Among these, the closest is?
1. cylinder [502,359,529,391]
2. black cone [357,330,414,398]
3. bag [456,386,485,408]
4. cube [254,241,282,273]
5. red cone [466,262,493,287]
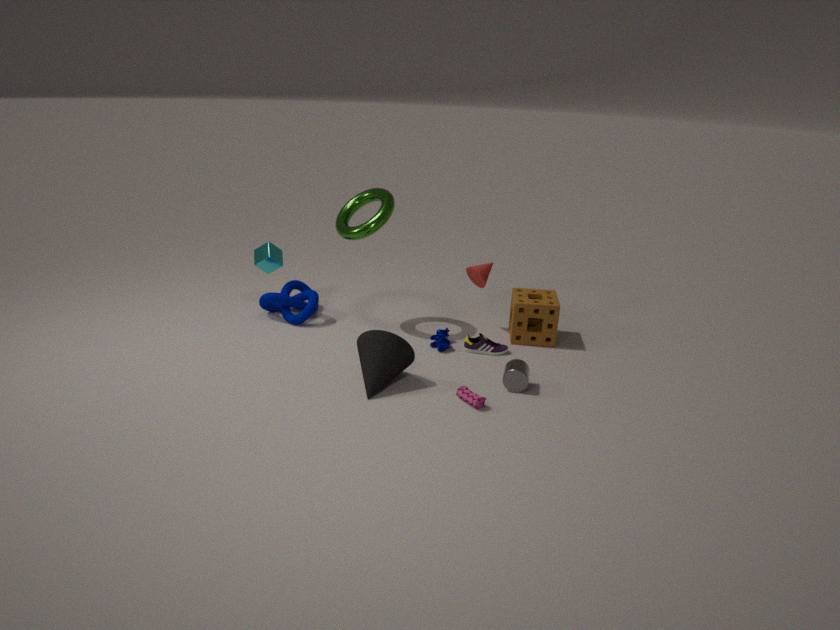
bag [456,386,485,408]
